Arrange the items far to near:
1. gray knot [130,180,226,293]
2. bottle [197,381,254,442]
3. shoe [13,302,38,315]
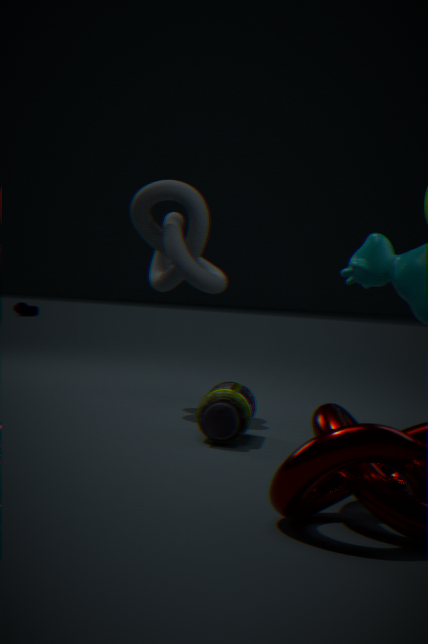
shoe [13,302,38,315], gray knot [130,180,226,293], bottle [197,381,254,442]
